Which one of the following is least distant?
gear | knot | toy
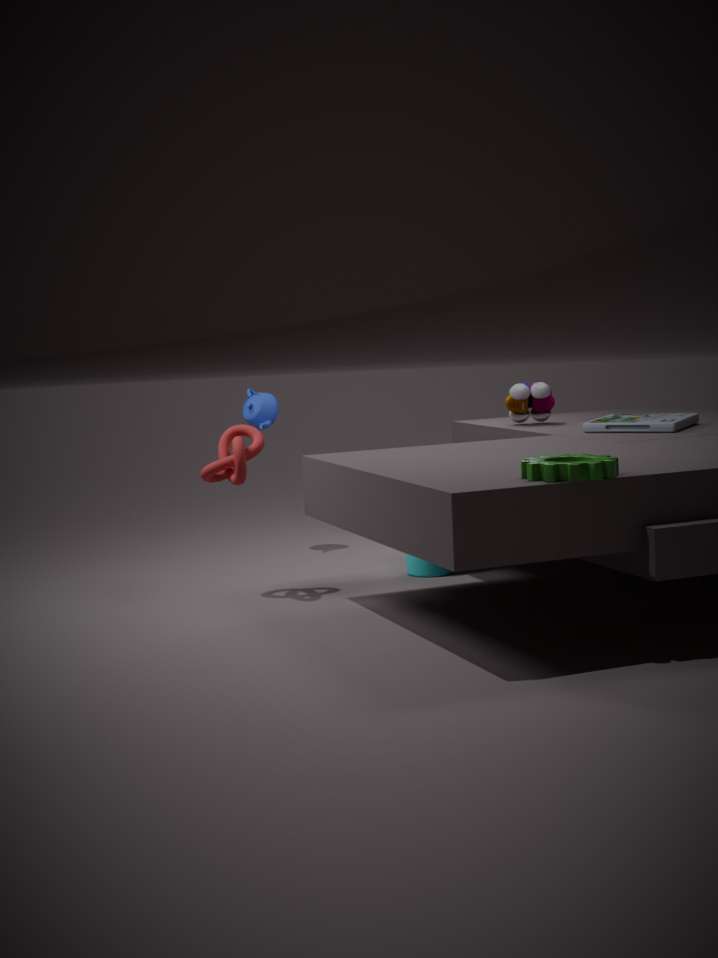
gear
